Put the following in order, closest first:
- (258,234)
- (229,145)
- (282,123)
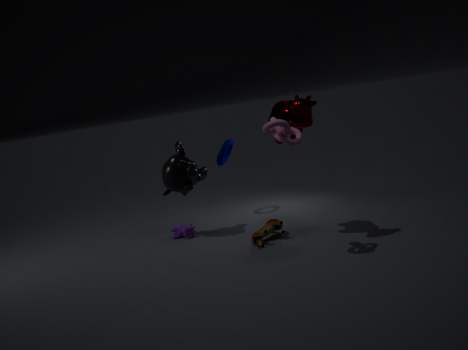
(282,123) < (258,234) < (229,145)
